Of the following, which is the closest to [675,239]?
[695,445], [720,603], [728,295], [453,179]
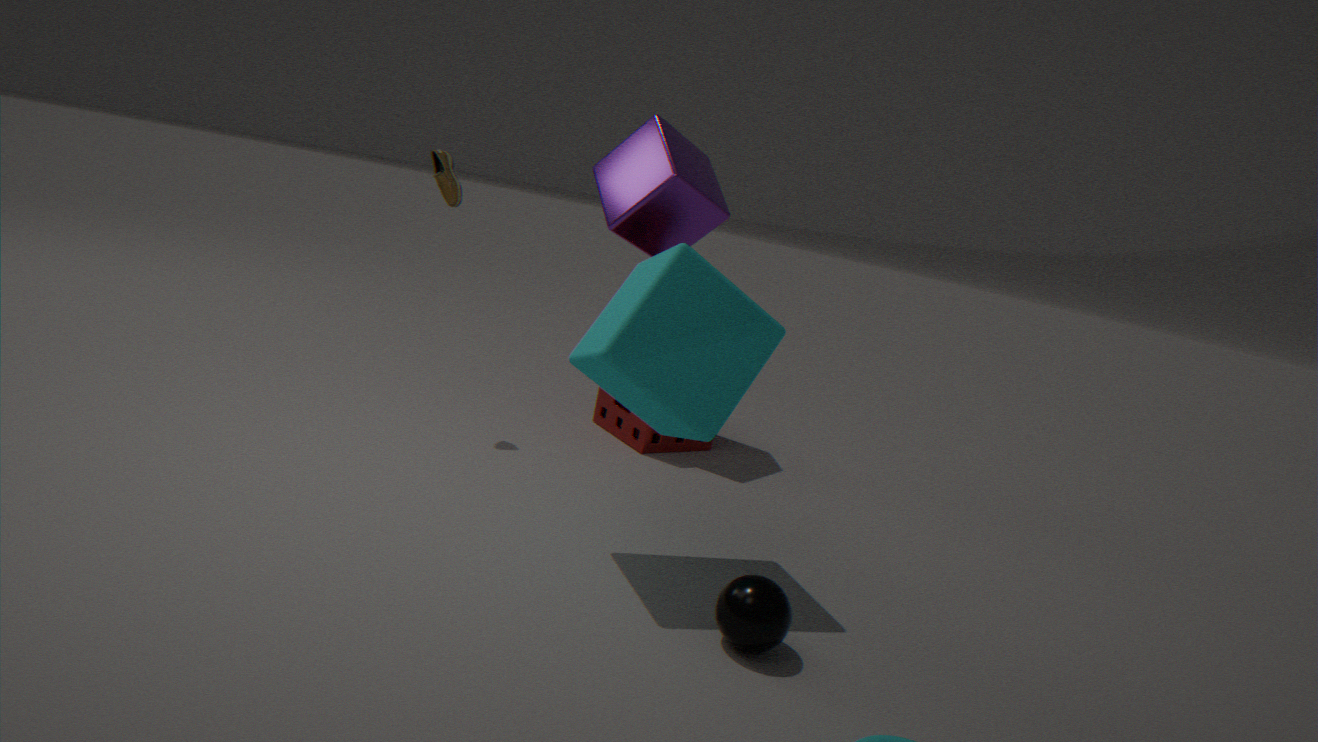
[695,445]
